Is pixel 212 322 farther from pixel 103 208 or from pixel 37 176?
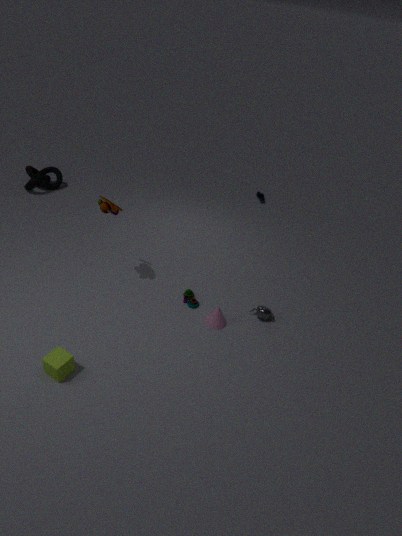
pixel 37 176
